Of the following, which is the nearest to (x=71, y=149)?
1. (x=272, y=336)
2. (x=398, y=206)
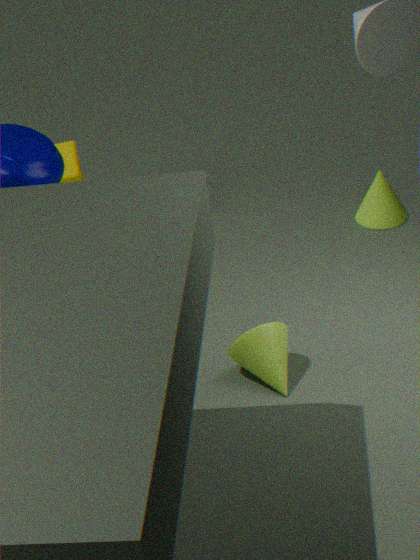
(x=272, y=336)
